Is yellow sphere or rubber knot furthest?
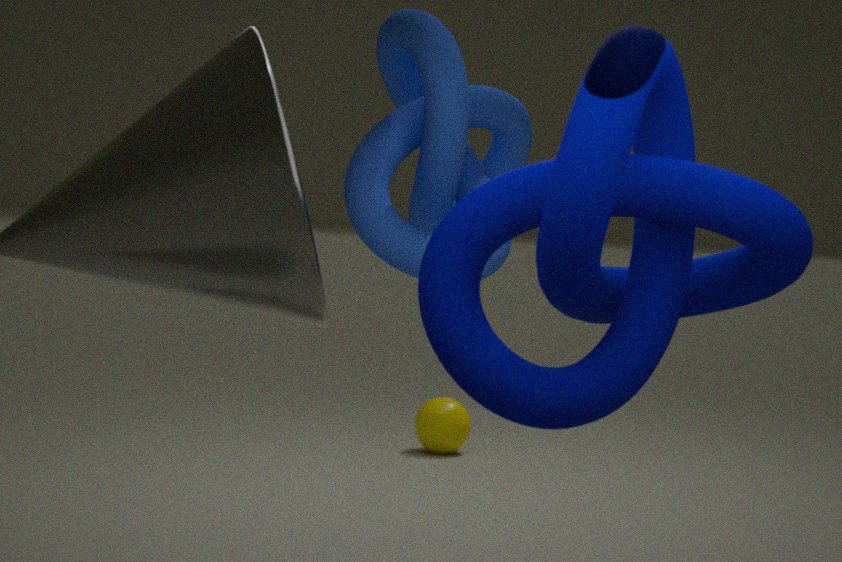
yellow sphere
